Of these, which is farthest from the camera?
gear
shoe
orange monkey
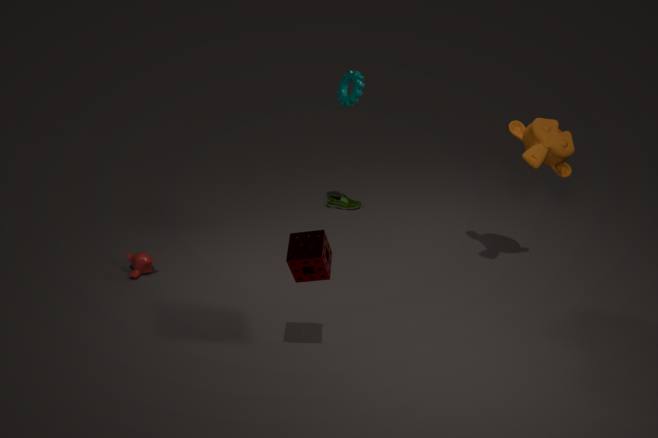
shoe
